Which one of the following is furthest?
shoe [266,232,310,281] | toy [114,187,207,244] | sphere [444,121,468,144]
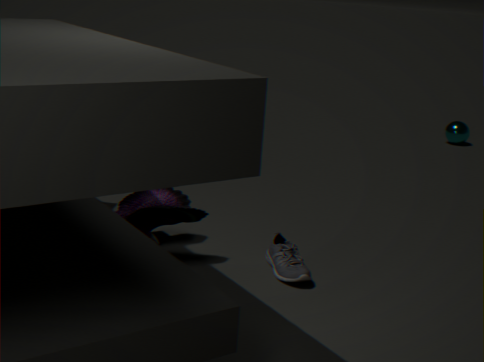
sphere [444,121,468,144]
